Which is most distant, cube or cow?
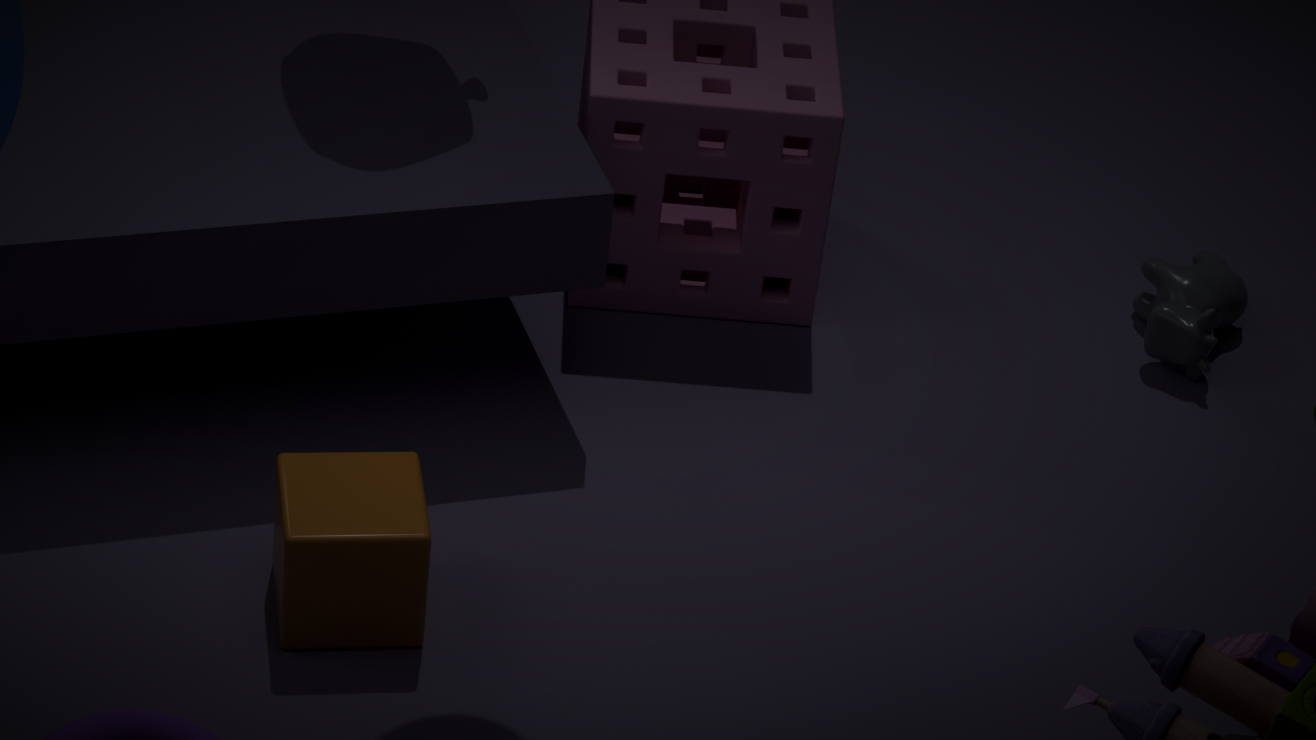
cow
